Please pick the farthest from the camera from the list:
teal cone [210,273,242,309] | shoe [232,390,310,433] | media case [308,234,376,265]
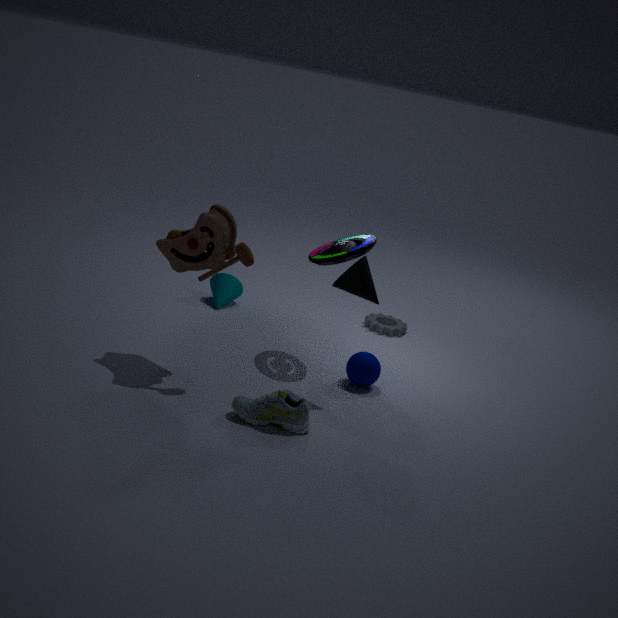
teal cone [210,273,242,309]
